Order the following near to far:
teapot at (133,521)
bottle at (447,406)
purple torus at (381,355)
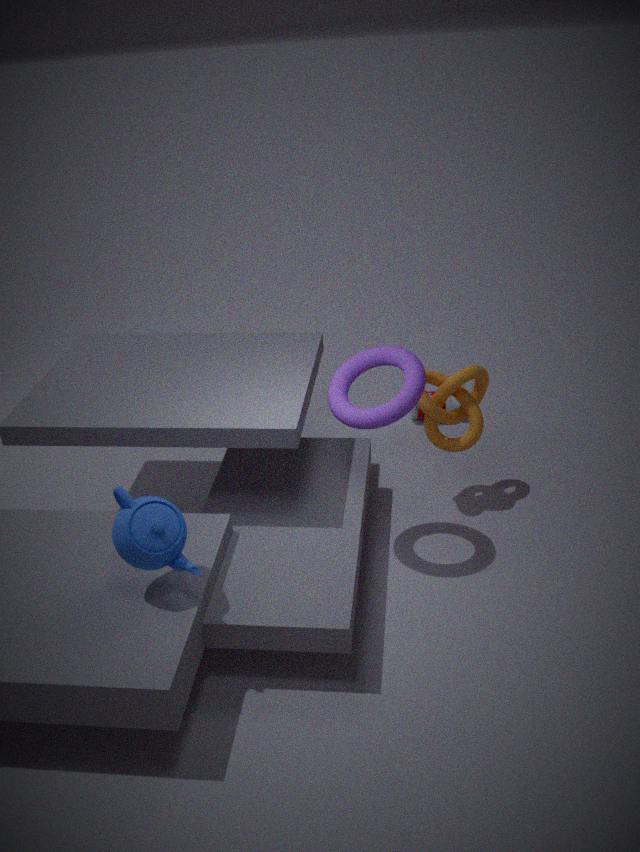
teapot at (133,521) → purple torus at (381,355) → bottle at (447,406)
